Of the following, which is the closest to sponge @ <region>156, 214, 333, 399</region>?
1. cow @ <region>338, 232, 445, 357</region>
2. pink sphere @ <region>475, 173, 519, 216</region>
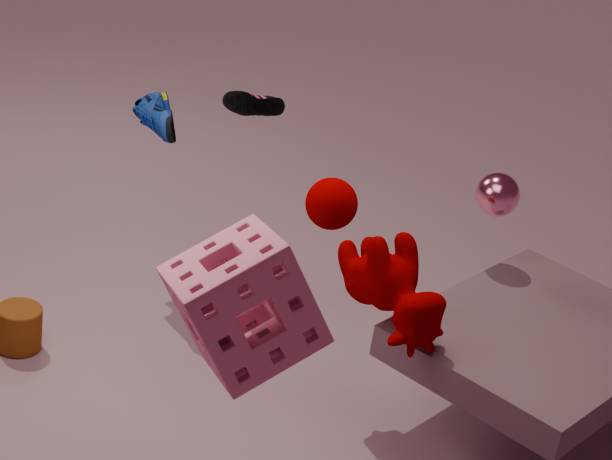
cow @ <region>338, 232, 445, 357</region>
